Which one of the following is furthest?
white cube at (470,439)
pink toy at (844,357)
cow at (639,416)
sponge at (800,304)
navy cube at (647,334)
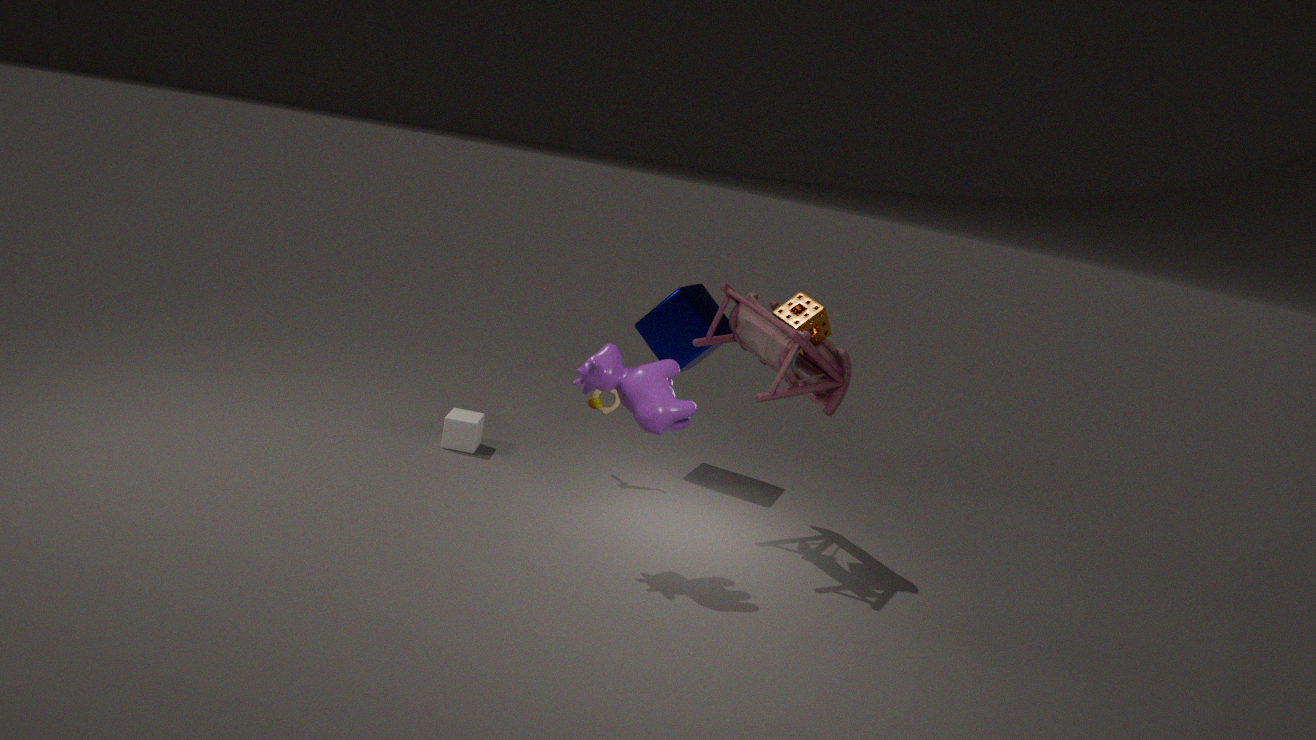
navy cube at (647,334)
